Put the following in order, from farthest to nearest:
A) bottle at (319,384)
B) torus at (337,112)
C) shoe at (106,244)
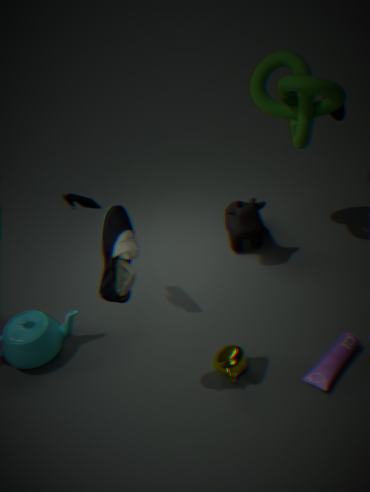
torus at (337,112) → bottle at (319,384) → shoe at (106,244)
